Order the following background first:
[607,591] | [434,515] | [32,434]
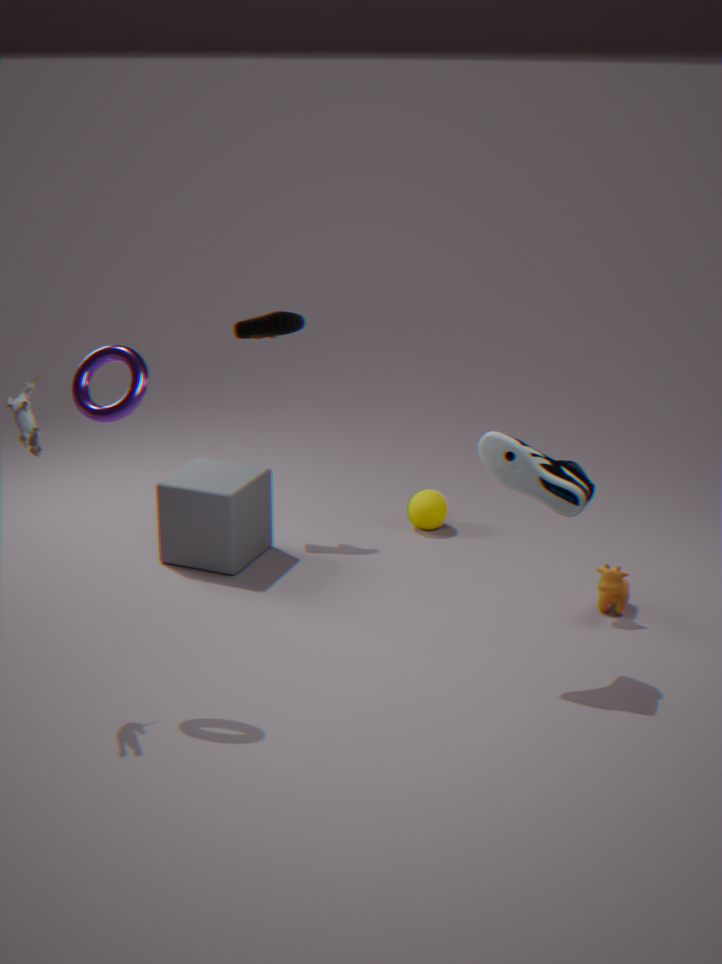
[434,515]
[607,591]
[32,434]
